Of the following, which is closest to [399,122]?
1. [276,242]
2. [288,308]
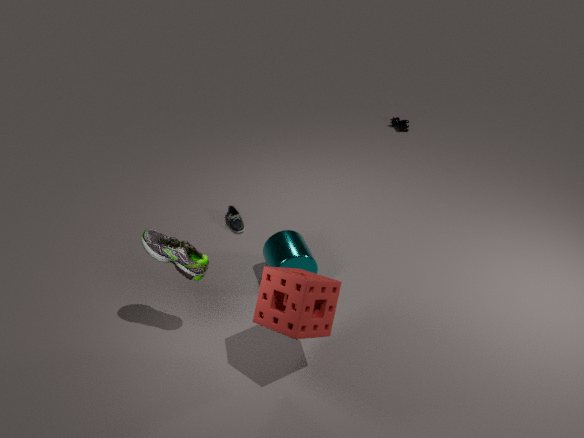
[276,242]
